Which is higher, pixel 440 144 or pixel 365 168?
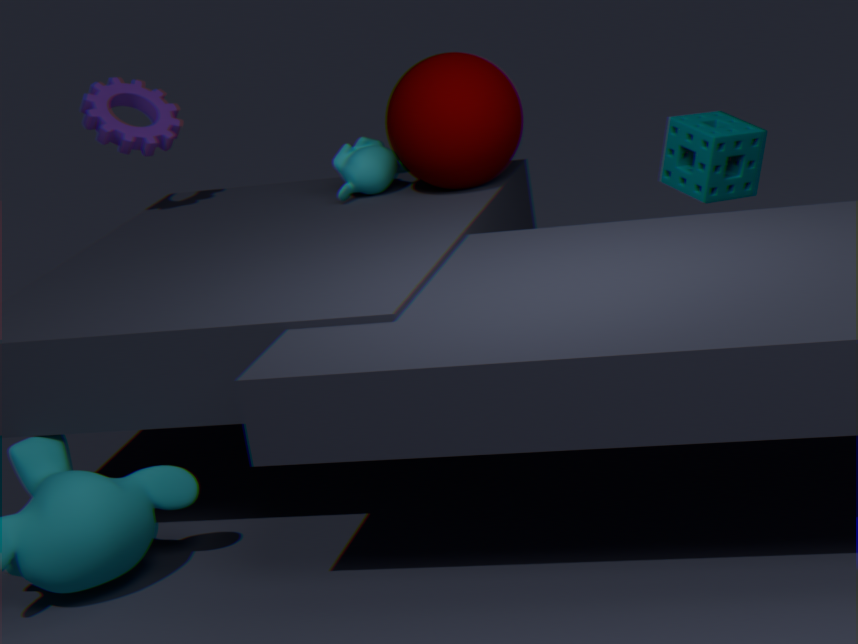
pixel 440 144
